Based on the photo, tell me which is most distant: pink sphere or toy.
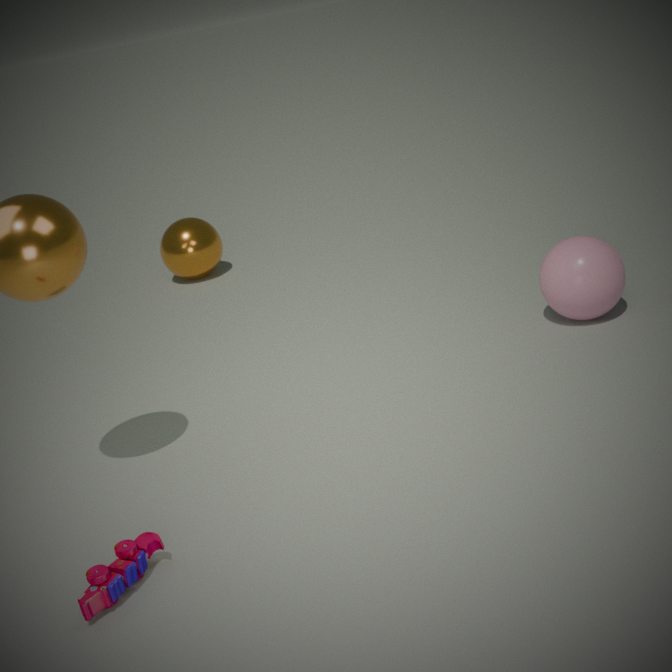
pink sphere
